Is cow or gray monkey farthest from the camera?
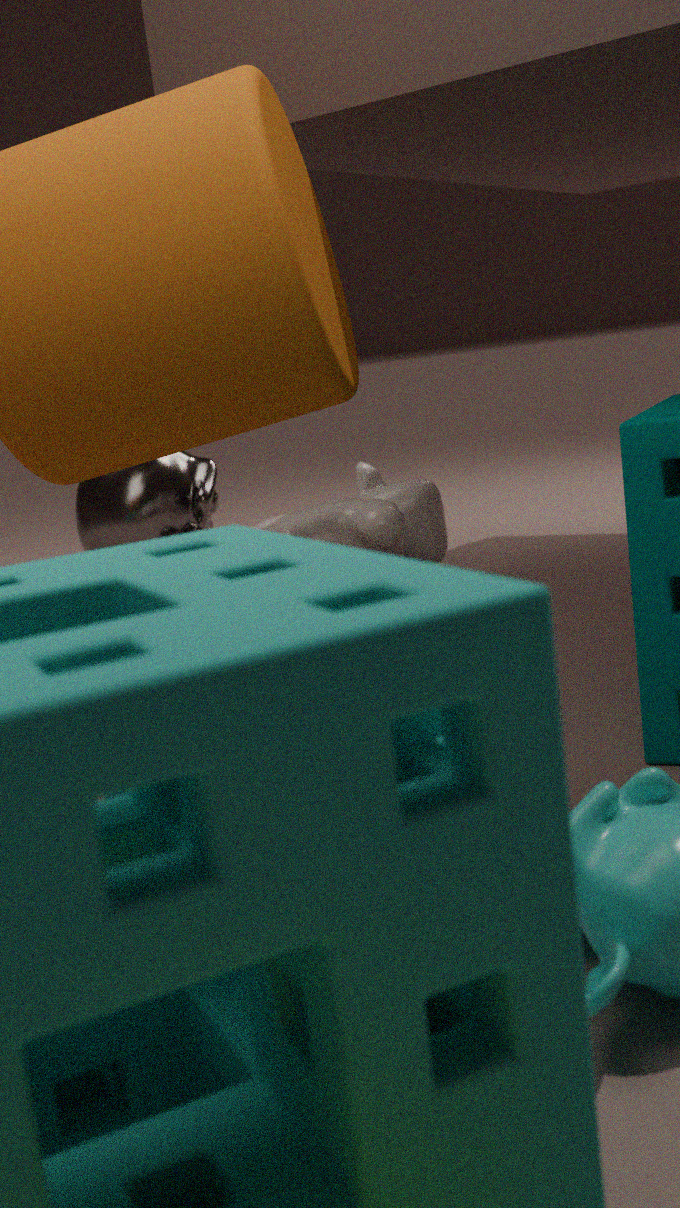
gray monkey
